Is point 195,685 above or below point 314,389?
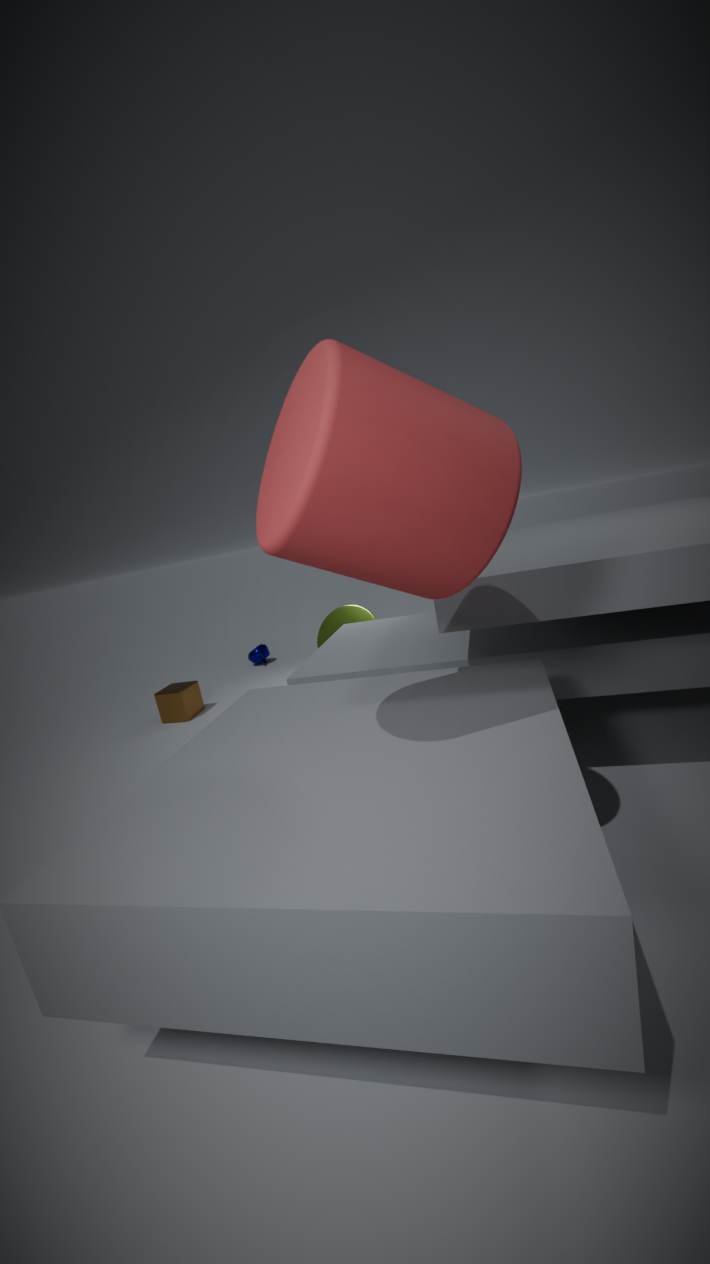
below
